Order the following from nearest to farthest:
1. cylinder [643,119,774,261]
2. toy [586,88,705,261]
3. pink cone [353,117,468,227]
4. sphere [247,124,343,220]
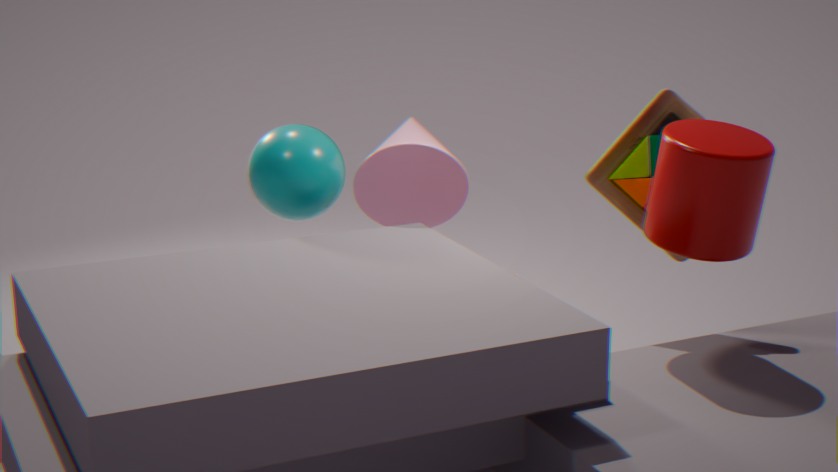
cylinder [643,119,774,261], toy [586,88,705,261], sphere [247,124,343,220], pink cone [353,117,468,227]
